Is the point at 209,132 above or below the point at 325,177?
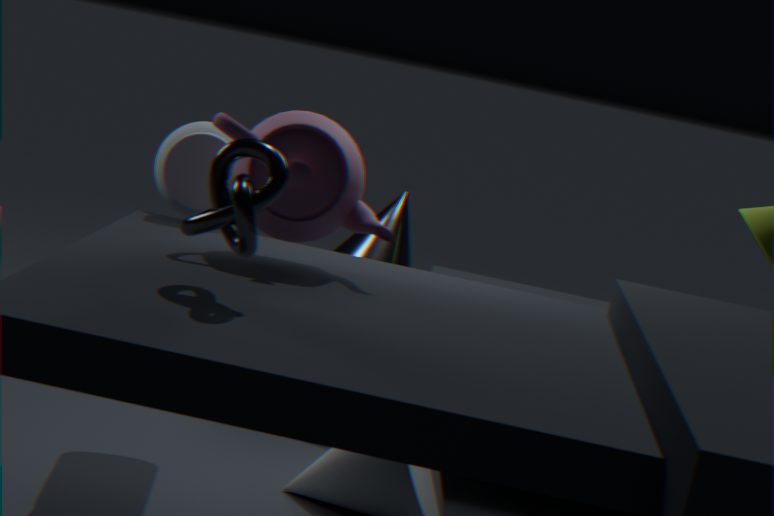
below
